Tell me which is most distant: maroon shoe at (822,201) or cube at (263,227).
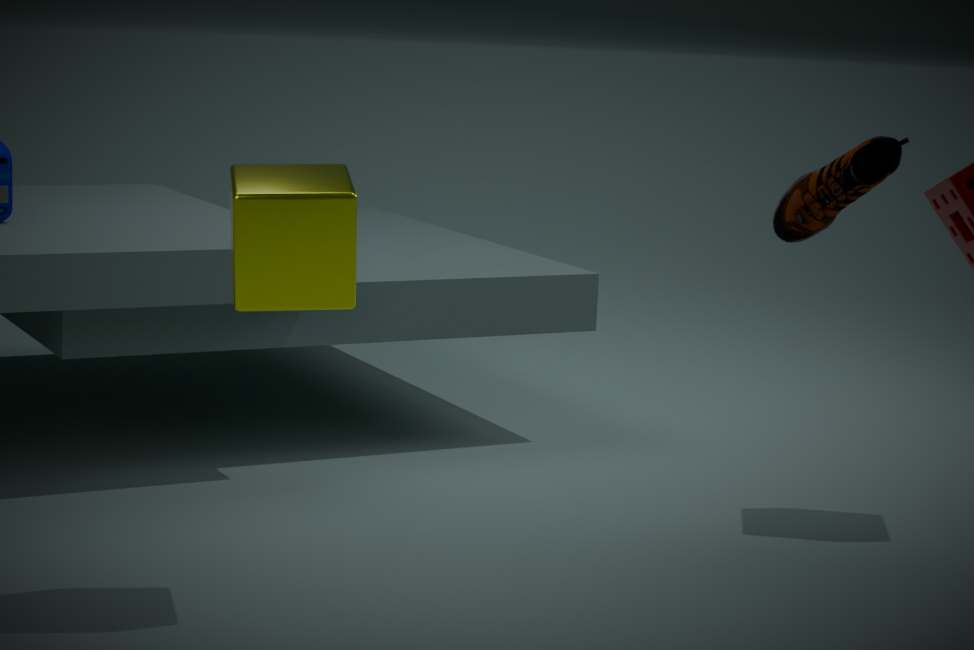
cube at (263,227)
